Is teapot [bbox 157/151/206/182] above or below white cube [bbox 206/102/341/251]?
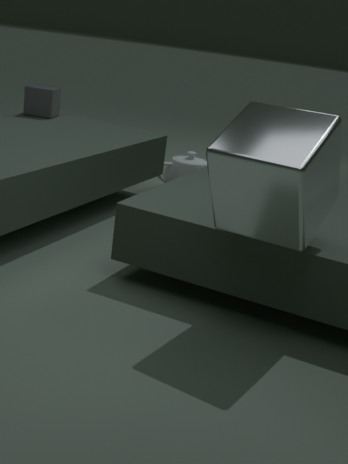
below
